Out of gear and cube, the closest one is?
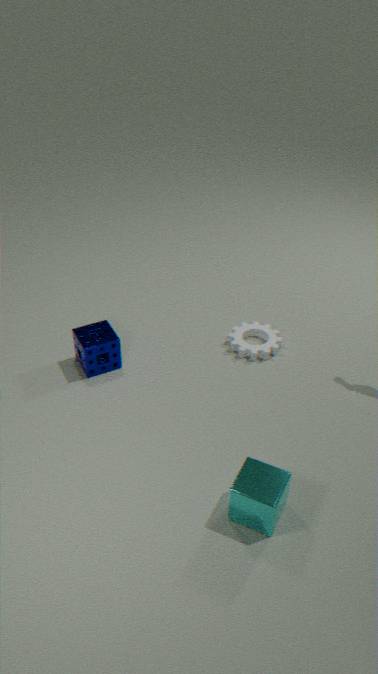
cube
